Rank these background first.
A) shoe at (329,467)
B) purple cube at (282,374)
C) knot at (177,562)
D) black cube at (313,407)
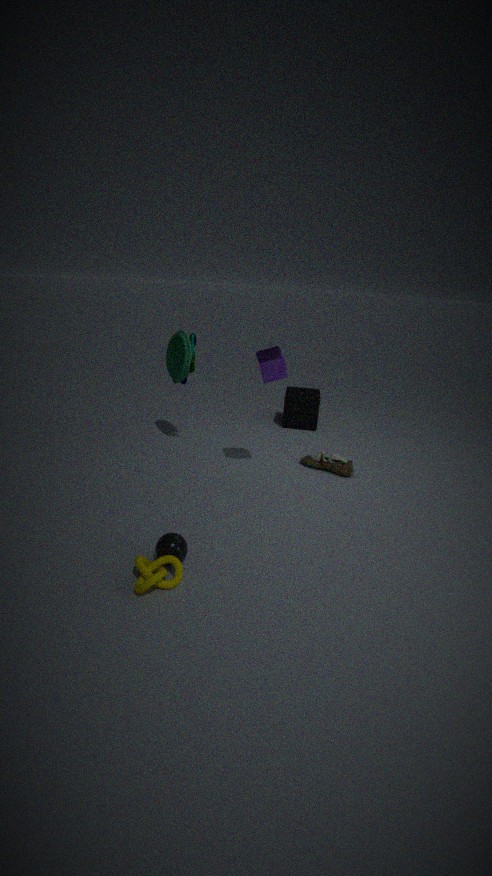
1. black cube at (313,407)
2. shoe at (329,467)
3. purple cube at (282,374)
4. knot at (177,562)
